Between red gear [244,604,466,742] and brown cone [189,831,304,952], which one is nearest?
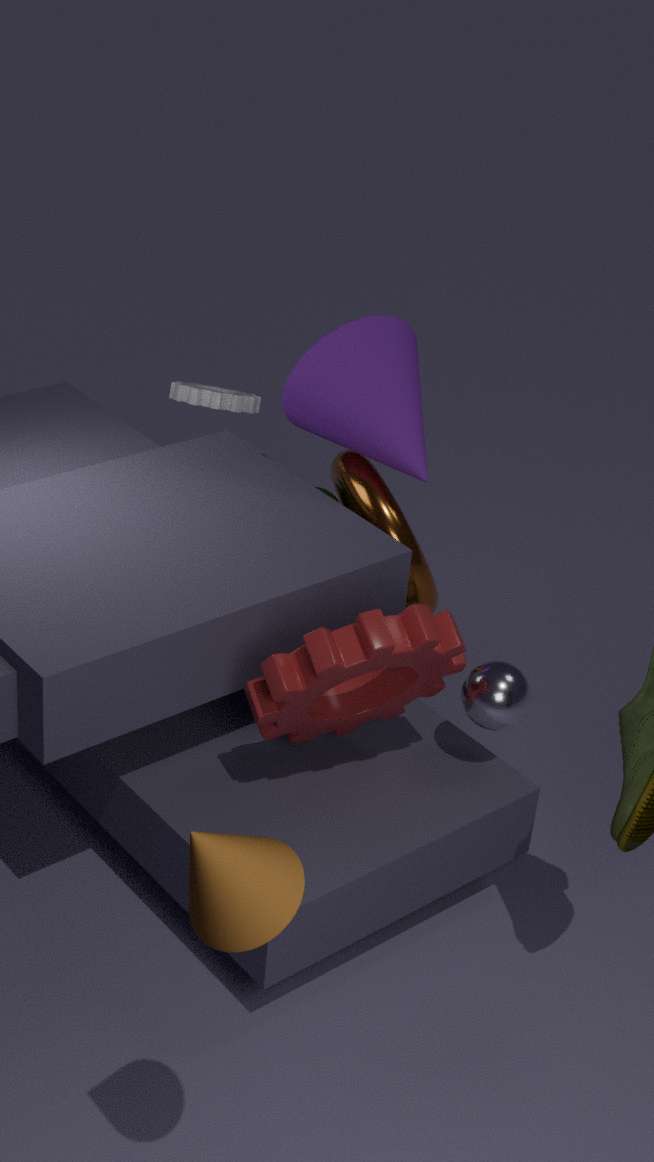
brown cone [189,831,304,952]
